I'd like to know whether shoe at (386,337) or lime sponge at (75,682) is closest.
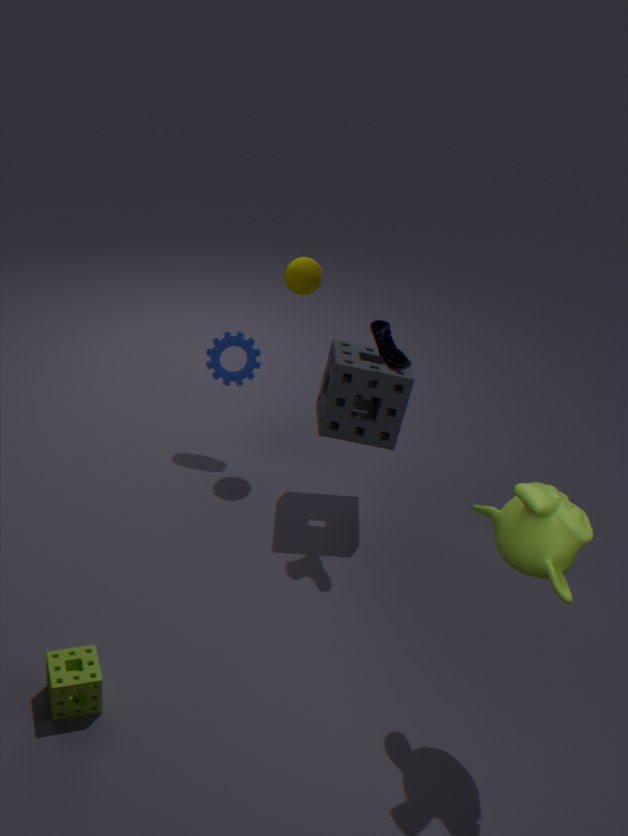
lime sponge at (75,682)
